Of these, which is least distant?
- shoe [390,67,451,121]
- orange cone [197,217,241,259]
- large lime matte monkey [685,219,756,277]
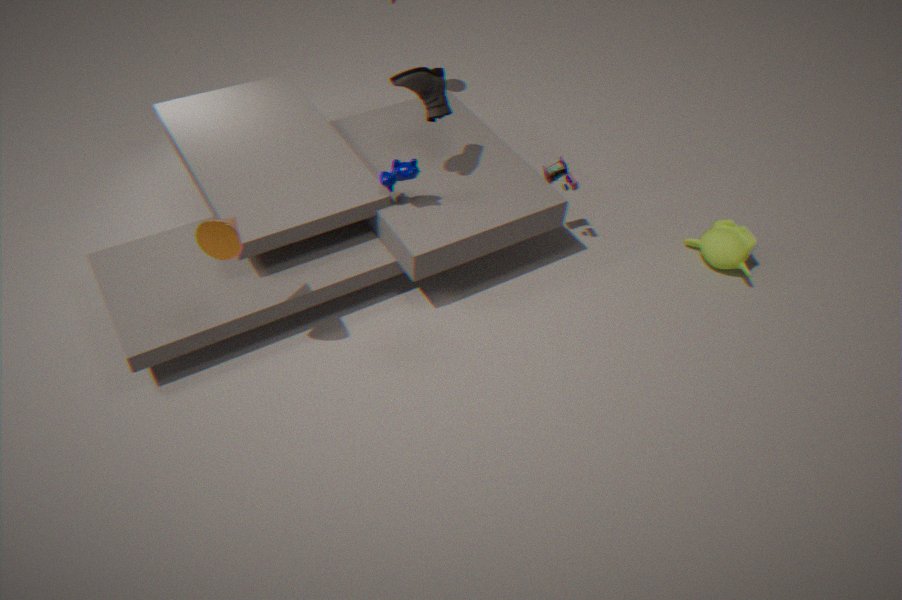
orange cone [197,217,241,259]
